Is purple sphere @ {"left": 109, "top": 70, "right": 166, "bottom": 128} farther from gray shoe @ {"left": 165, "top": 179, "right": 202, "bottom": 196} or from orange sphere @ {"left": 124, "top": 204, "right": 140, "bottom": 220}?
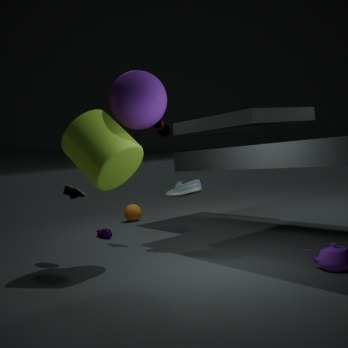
orange sphere @ {"left": 124, "top": 204, "right": 140, "bottom": 220}
